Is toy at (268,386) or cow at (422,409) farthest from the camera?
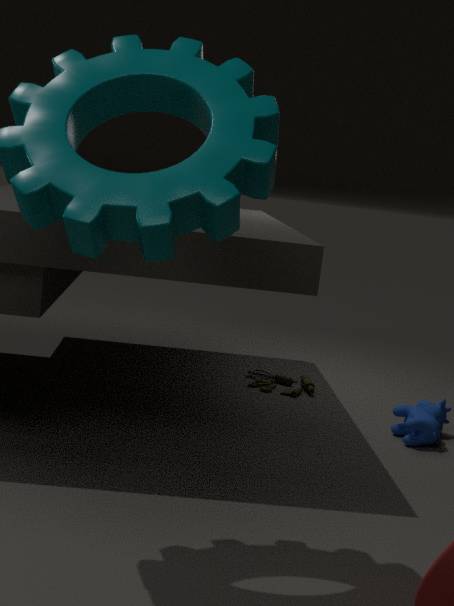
toy at (268,386)
